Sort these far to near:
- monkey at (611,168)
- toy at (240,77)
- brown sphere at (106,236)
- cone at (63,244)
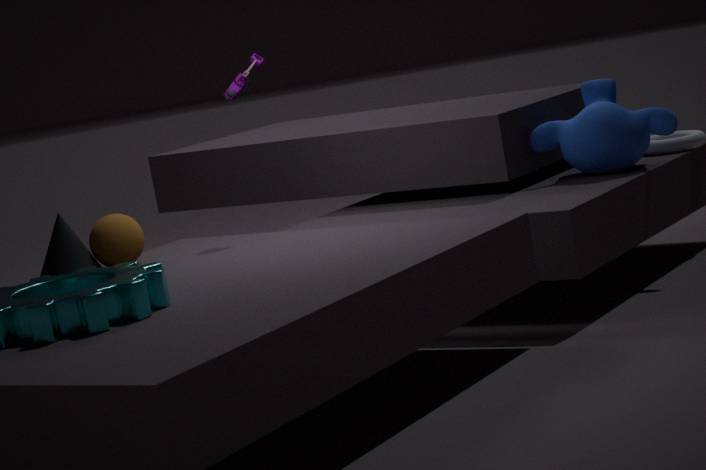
monkey at (611,168), toy at (240,77), brown sphere at (106,236), cone at (63,244)
